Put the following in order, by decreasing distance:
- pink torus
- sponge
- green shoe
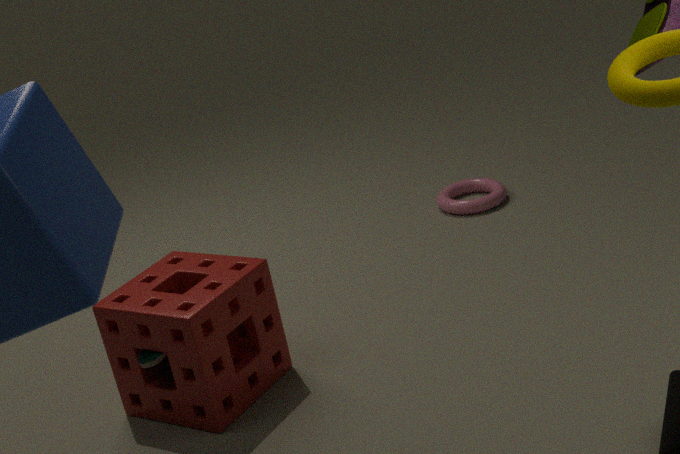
1. pink torus
2. green shoe
3. sponge
